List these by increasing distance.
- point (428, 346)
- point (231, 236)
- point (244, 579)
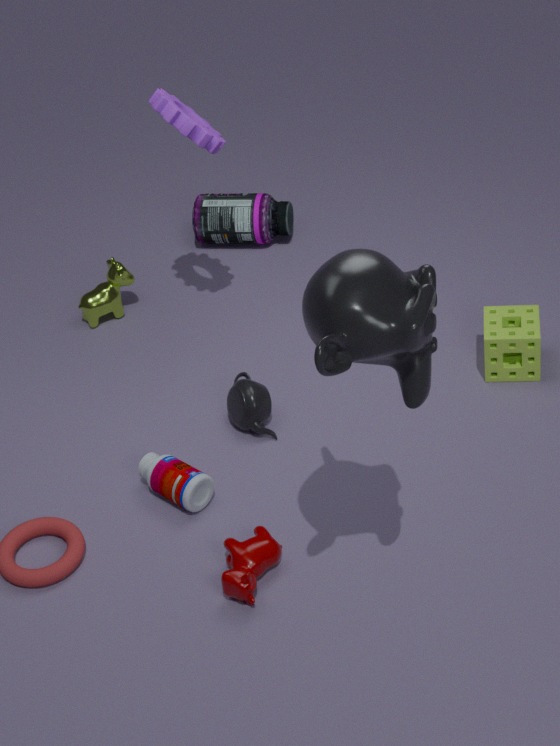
point (428, 346) → point (244, 579) → point (231, 236)
